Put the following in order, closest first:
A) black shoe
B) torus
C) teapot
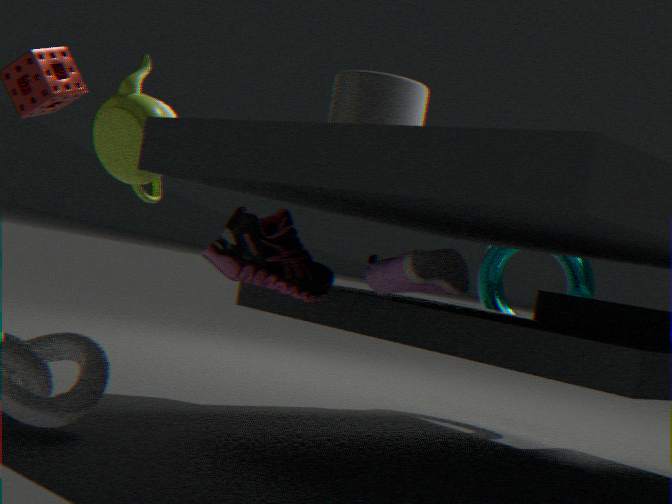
1. A. black shoe
2. C. teapot
3. B. torus
